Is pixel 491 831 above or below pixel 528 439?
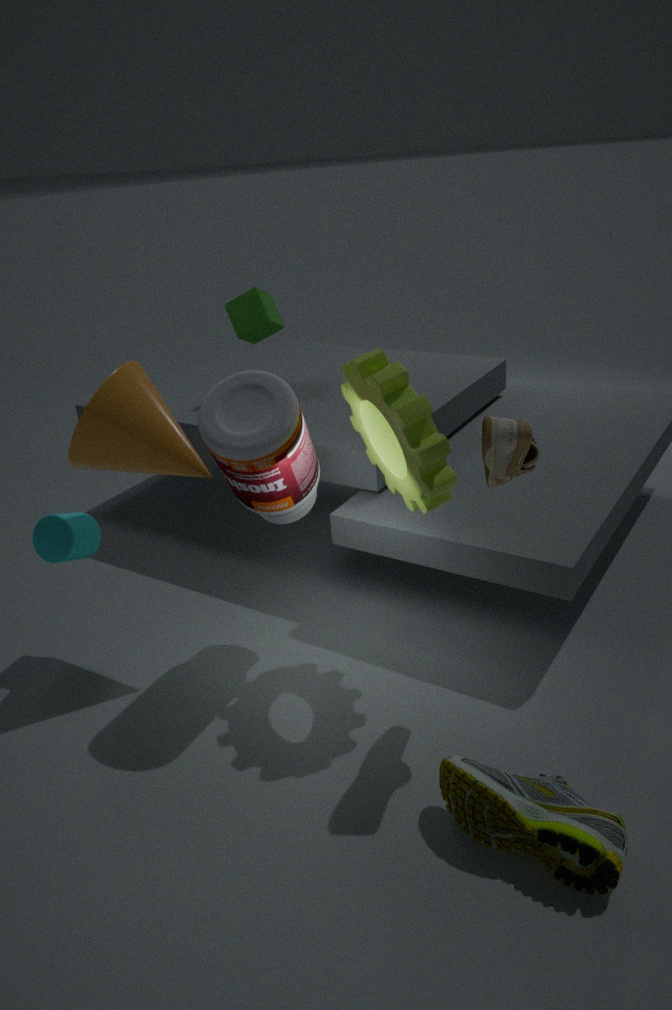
below
